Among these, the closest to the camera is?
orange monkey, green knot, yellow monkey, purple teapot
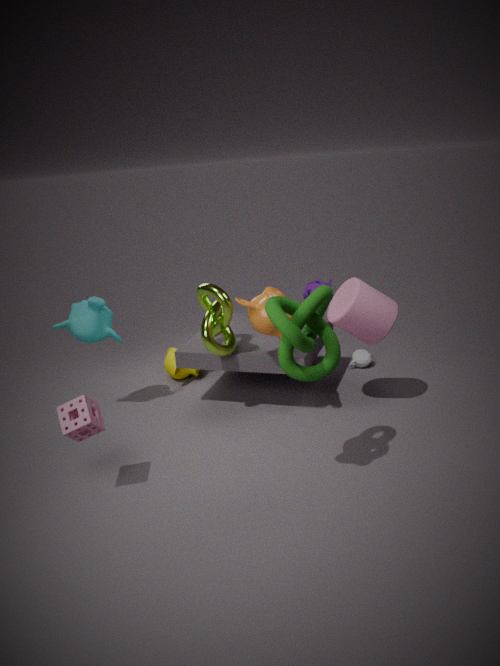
green knot
